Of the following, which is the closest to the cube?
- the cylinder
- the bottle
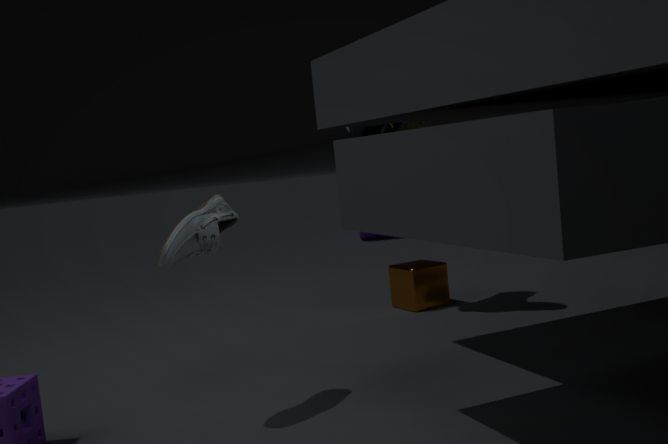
the bottle
